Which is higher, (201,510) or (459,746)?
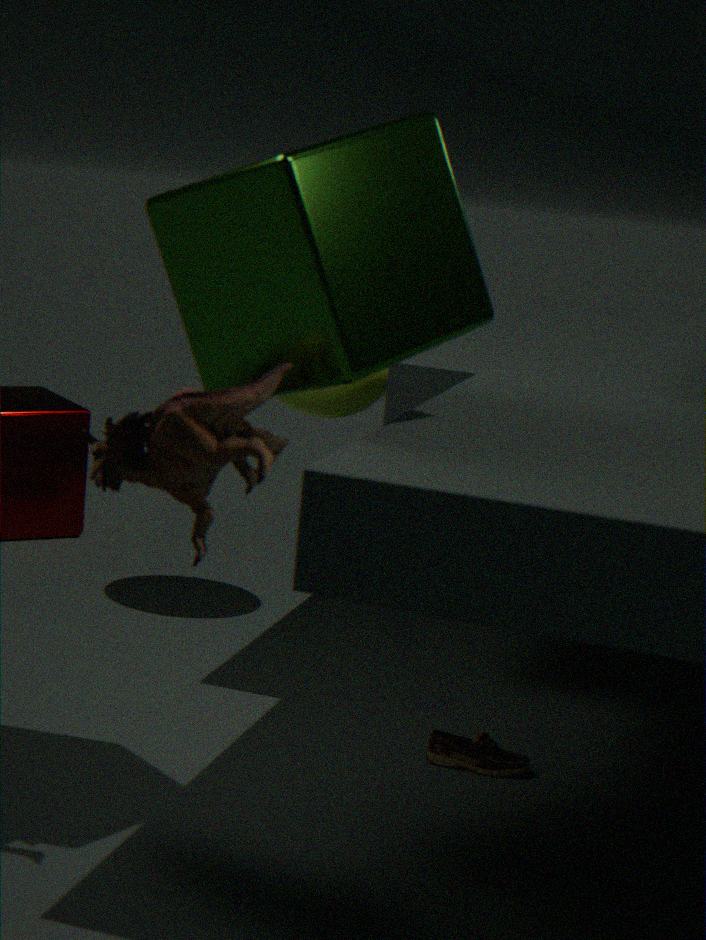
(201,510)
